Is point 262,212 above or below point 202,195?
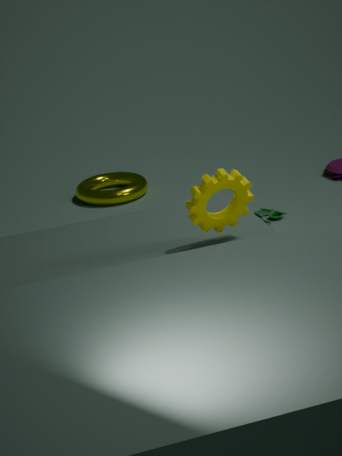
below
